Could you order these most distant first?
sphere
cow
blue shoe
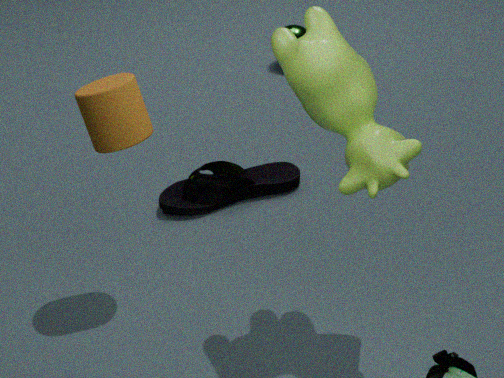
sphere → blue shoe → cow
